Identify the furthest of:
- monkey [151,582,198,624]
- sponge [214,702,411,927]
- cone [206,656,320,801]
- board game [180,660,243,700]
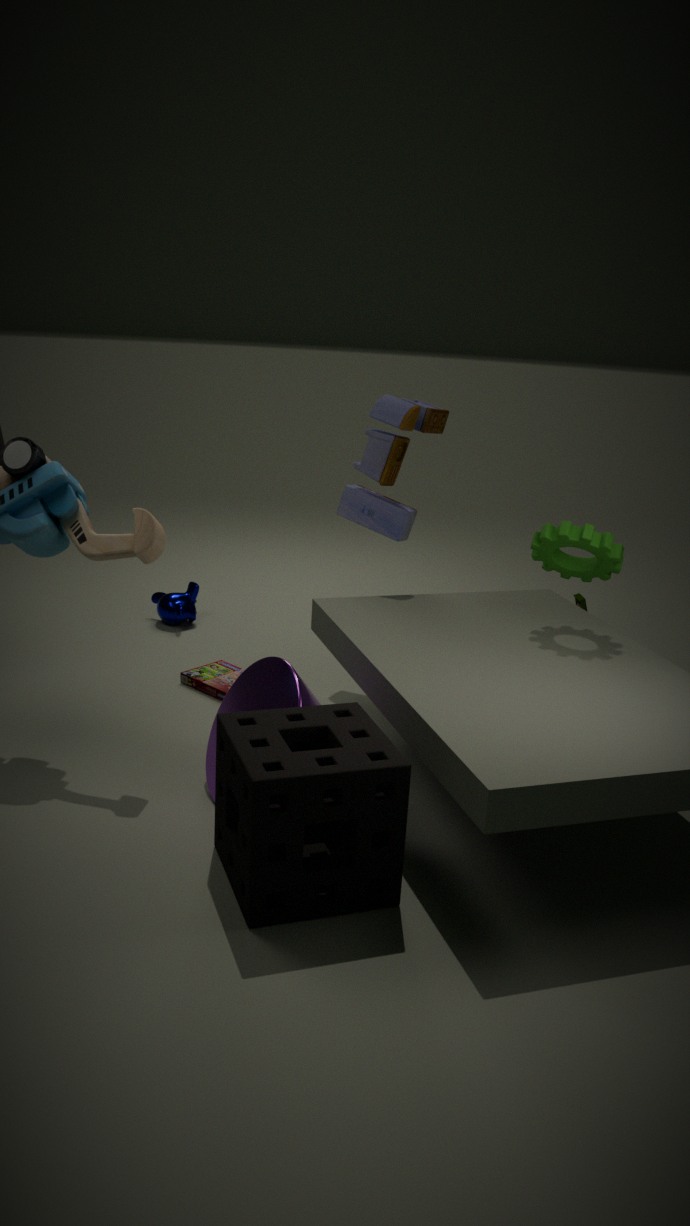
monkey [151,582,198,624]
